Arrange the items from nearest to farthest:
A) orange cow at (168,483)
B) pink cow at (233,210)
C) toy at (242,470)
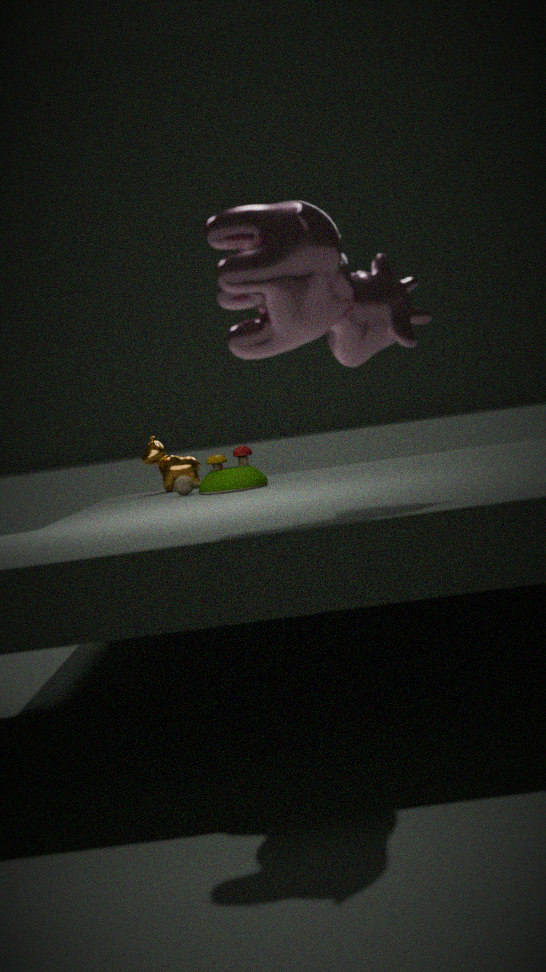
pink cow at (233,210) < toy at (242,470) < orange cow at (168,483)
